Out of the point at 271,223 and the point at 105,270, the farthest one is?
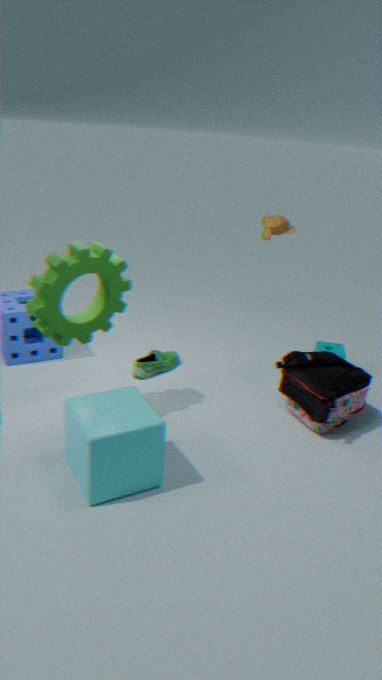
the point at 271,223
